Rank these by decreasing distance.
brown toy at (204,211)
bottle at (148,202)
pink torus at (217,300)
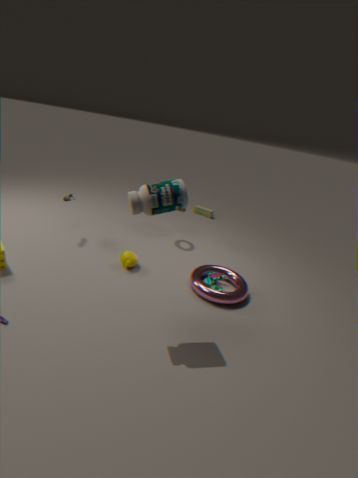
brown toy at (204,211) → pink torus at (217,300) → bottle at (148,202)
